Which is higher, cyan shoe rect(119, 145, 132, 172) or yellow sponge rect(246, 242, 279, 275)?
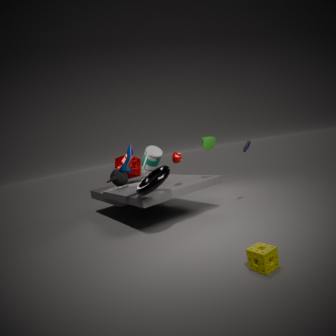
cyan shoe rect(119, 145, 132, 172)
